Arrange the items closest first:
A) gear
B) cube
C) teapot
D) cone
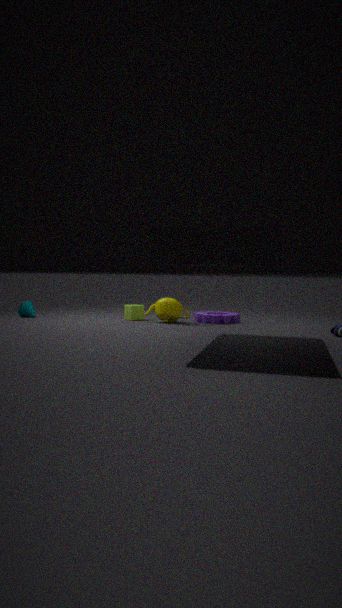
teapot, gear, cube, cone
